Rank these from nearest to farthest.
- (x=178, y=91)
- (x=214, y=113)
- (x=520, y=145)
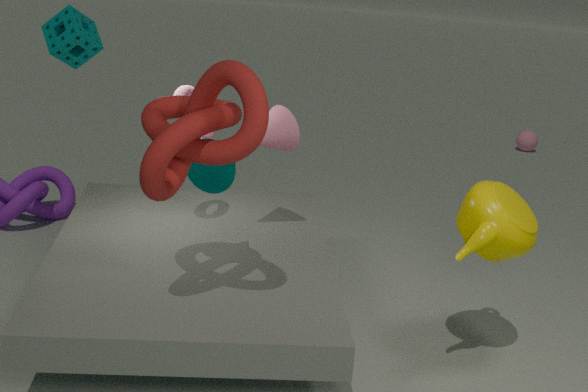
(x=214, y=113) < (x=178, y=91) < (x=520, y=145)
